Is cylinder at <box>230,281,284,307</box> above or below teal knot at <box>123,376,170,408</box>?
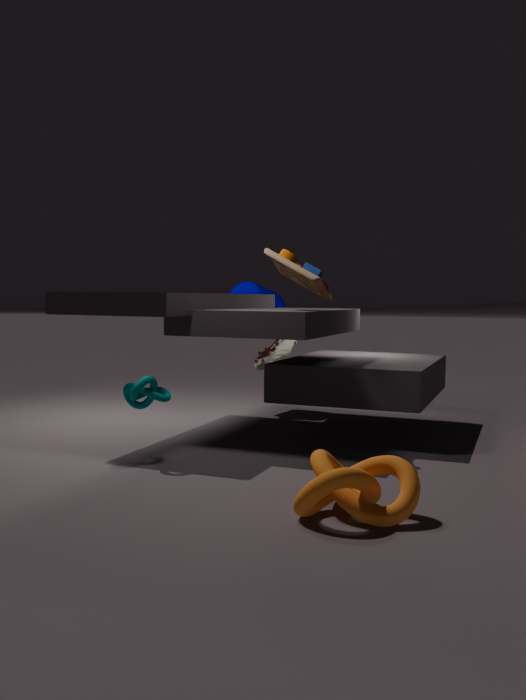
above
